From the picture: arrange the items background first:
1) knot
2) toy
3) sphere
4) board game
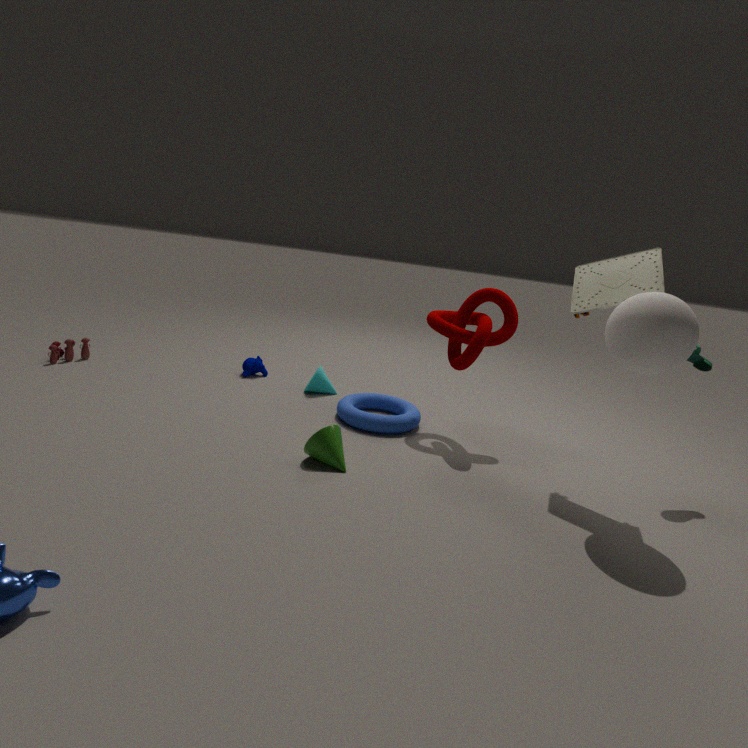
1. 2. toy
2. 1. knot
3. 4. board game
4. 3. sphere
